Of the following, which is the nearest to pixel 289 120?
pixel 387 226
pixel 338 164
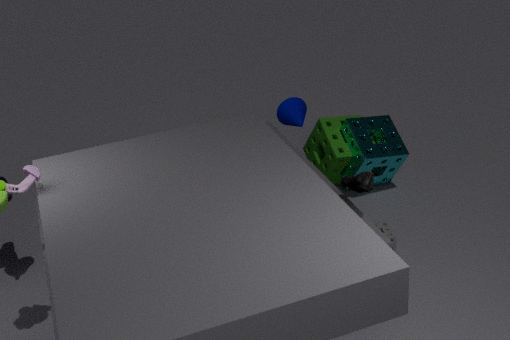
pixel 338 164
